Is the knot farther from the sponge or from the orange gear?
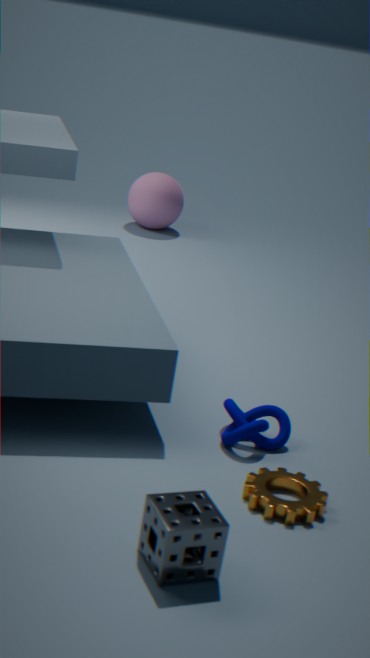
the sponge
